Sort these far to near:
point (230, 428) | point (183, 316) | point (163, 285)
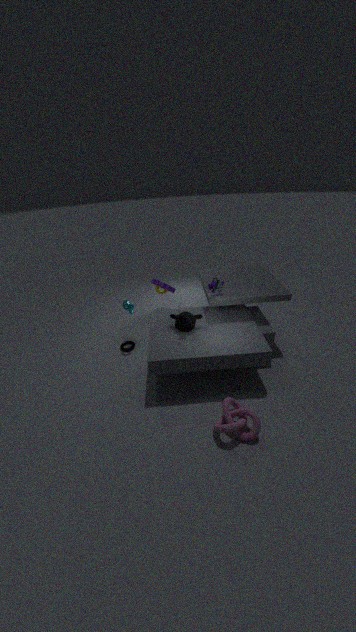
point (163, 285) → point (183, 316) → point (230, 428)
